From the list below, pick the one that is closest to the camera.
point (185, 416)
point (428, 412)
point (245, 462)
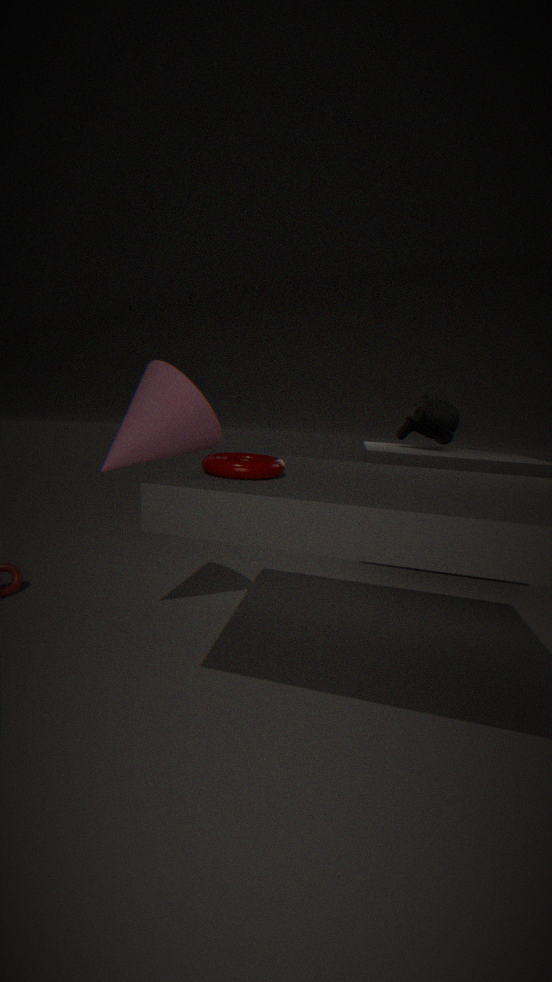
point (245, 462)
